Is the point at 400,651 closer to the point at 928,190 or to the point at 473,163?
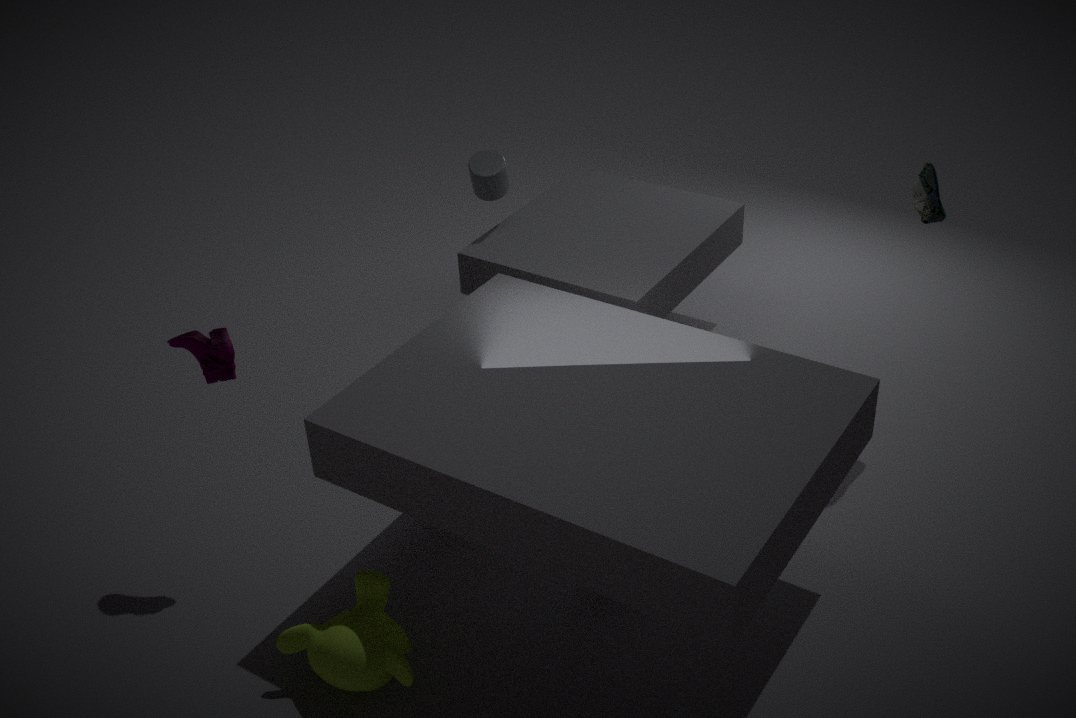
the point at 473,163
